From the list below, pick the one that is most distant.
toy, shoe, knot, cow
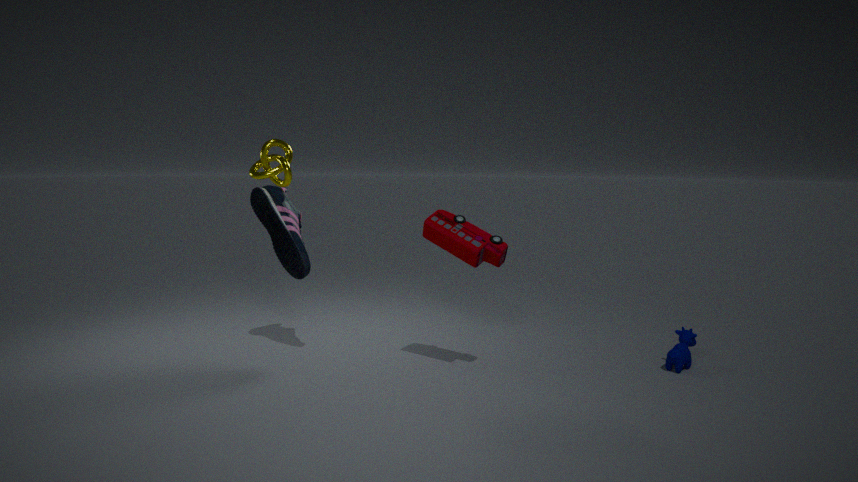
shoe
